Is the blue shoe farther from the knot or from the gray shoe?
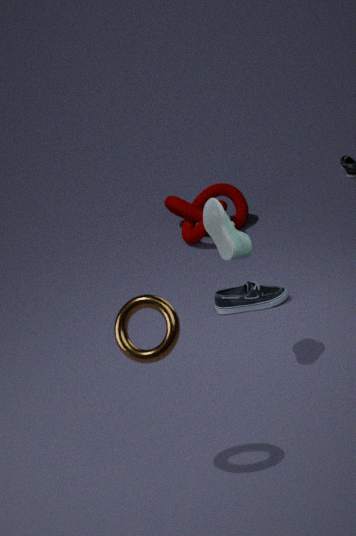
Result: the knot
